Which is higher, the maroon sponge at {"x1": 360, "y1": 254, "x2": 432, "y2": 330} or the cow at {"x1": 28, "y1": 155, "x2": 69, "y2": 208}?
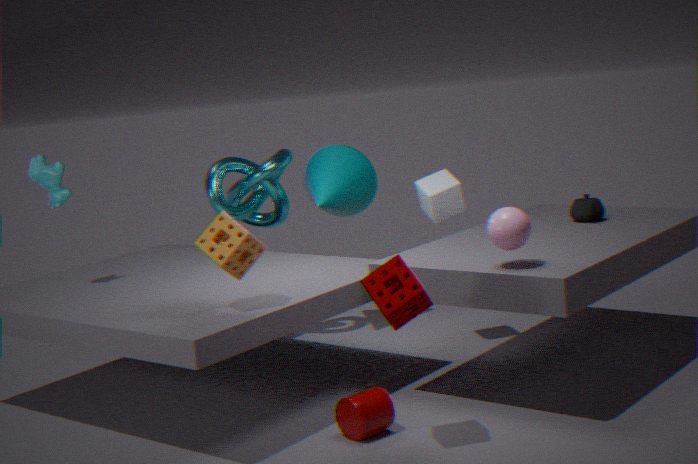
the cow at {"x1": 28, "y1": 155, "x2": 69, "y2": 208}
